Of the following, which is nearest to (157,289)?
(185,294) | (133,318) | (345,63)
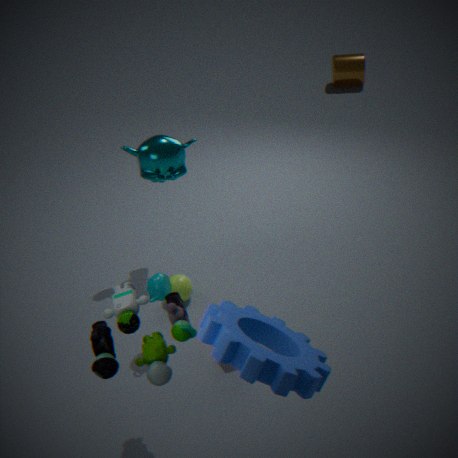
(185,294)
